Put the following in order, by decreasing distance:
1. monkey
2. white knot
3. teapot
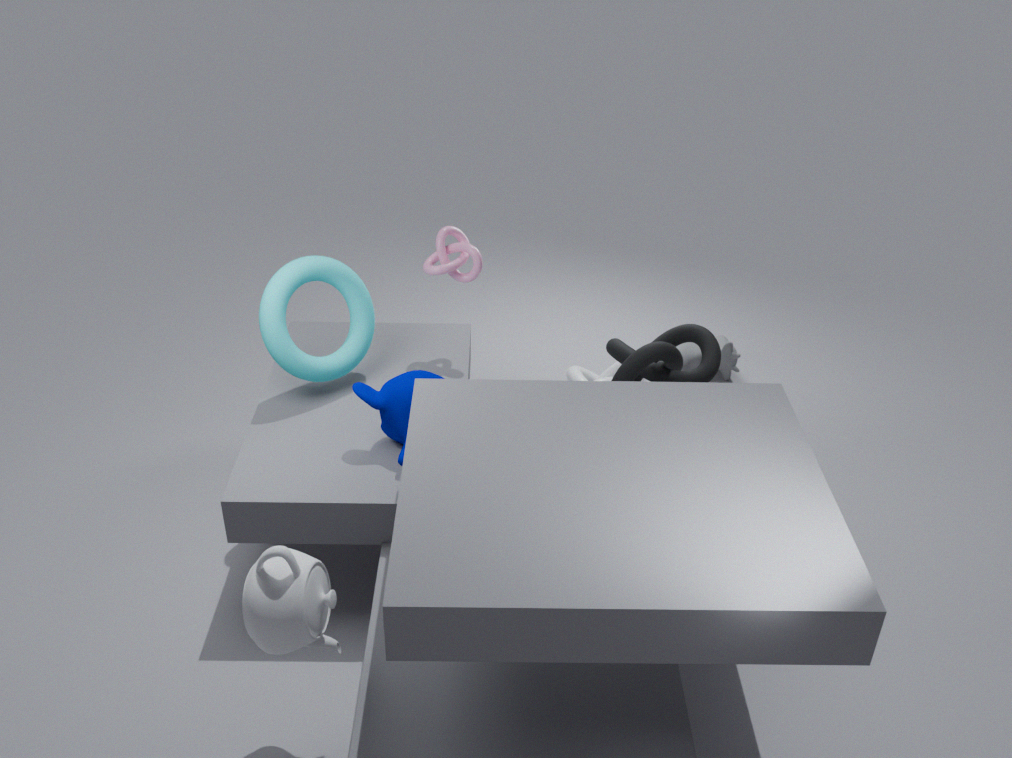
1. white knot
2. monkey
3. teapot
